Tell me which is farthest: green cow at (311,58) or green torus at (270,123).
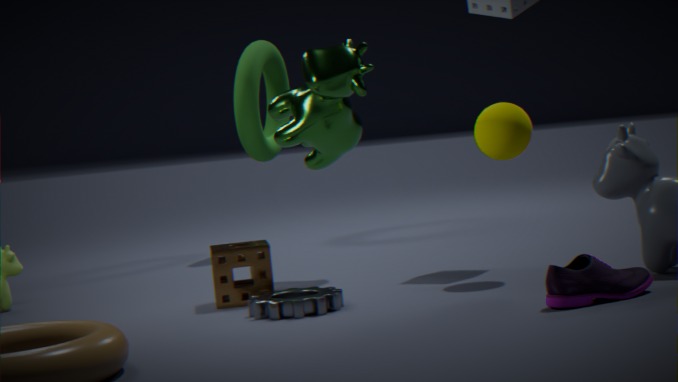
green torus at (270,123)
